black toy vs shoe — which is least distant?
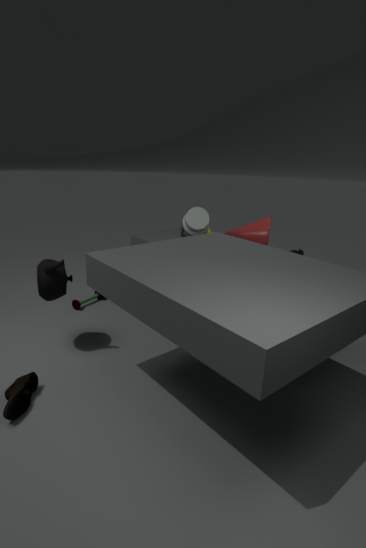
shoe
